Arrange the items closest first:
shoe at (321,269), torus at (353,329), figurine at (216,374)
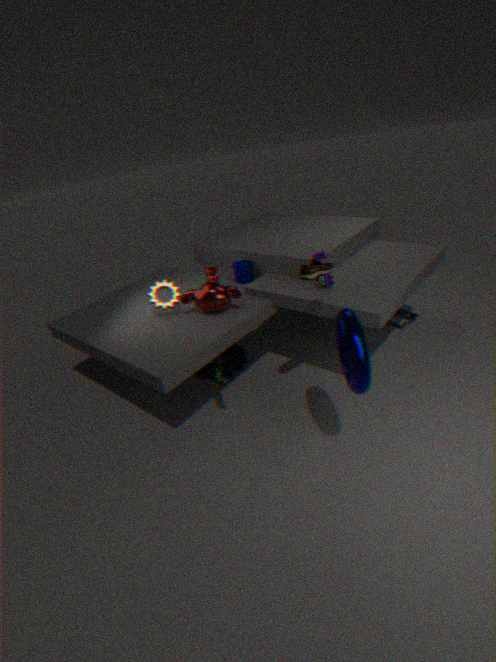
torus at (353,329) → shoe at (321,269) → figurine at (216,374)
